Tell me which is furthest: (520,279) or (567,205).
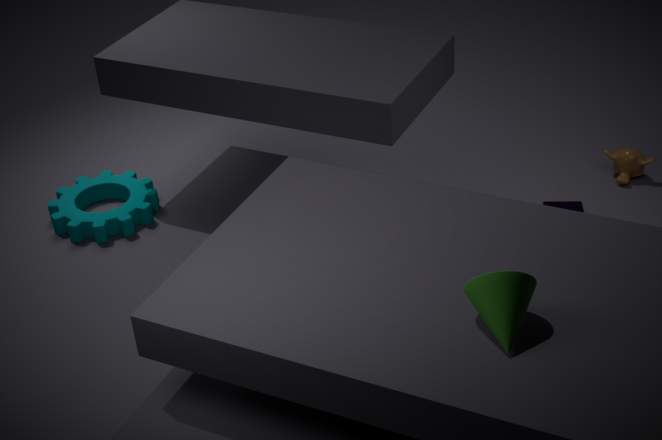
(567,205)
